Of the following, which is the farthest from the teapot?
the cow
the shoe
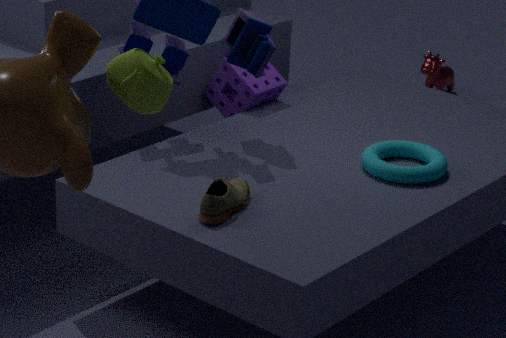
the cow
